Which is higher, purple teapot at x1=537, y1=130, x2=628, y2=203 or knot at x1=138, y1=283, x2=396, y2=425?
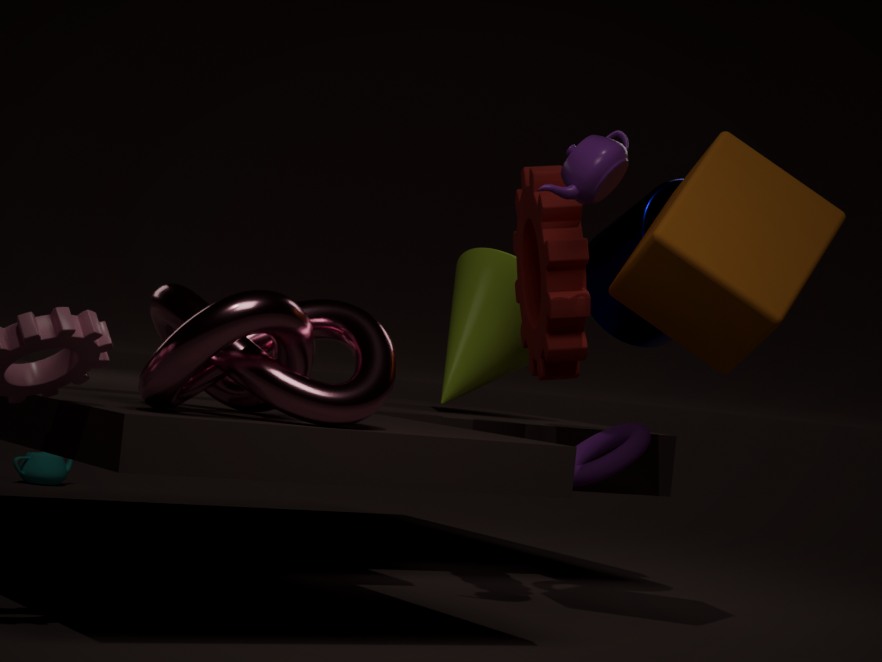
purple teapot at x1=537, y1=130, x2=628, y2=203
